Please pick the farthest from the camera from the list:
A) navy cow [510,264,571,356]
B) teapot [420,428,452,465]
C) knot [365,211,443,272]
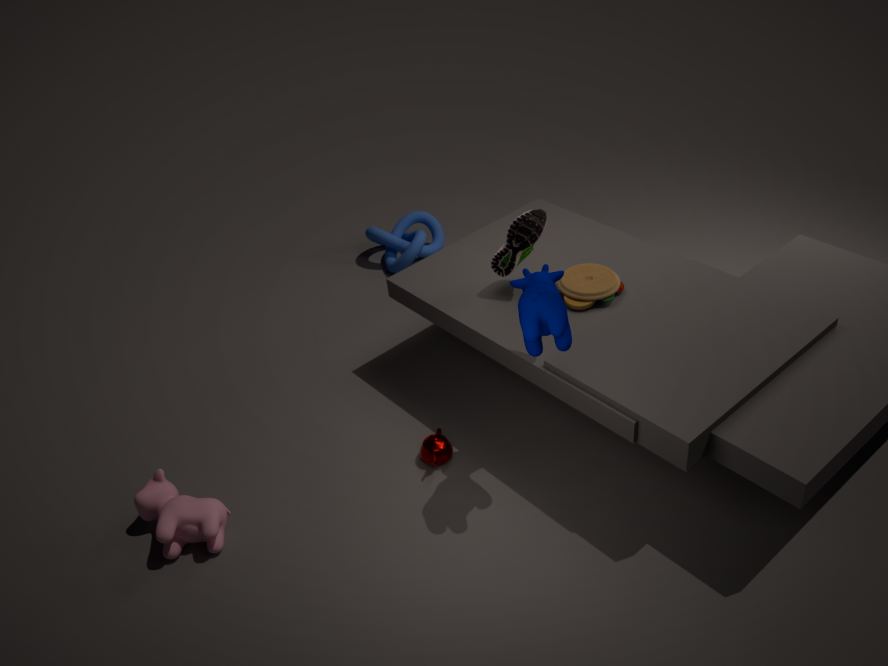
knot [365,211,443,272]
